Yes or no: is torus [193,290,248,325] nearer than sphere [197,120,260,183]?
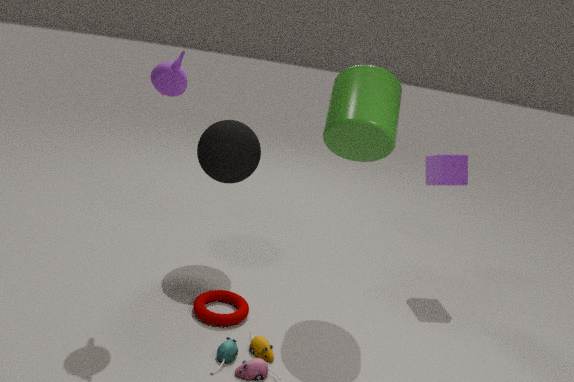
Yes
